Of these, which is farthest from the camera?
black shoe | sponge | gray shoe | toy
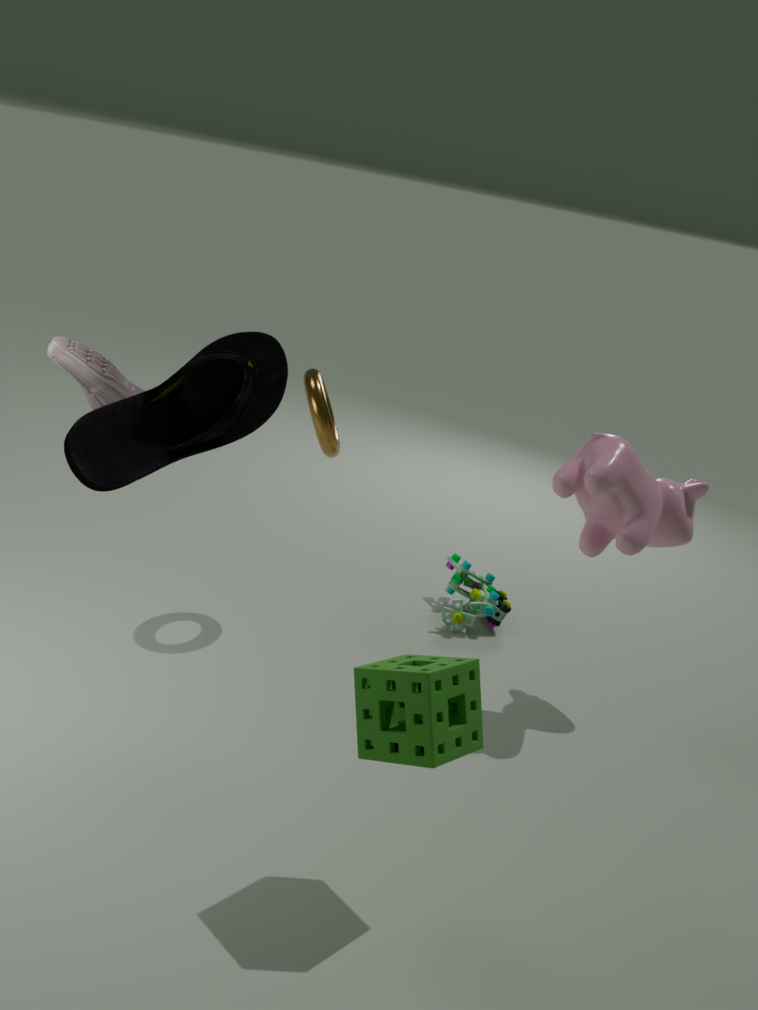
toy
